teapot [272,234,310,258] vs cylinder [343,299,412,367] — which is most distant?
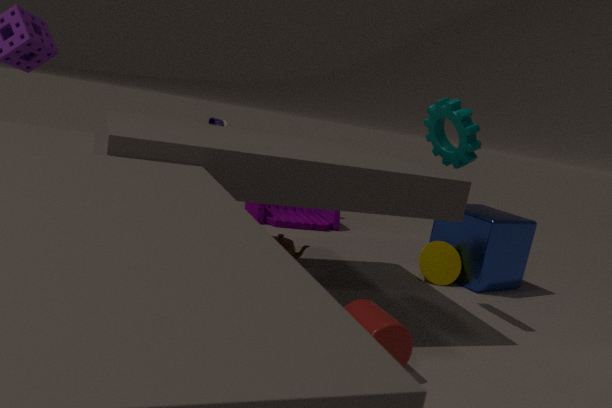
teapot [272,234,310,258]
